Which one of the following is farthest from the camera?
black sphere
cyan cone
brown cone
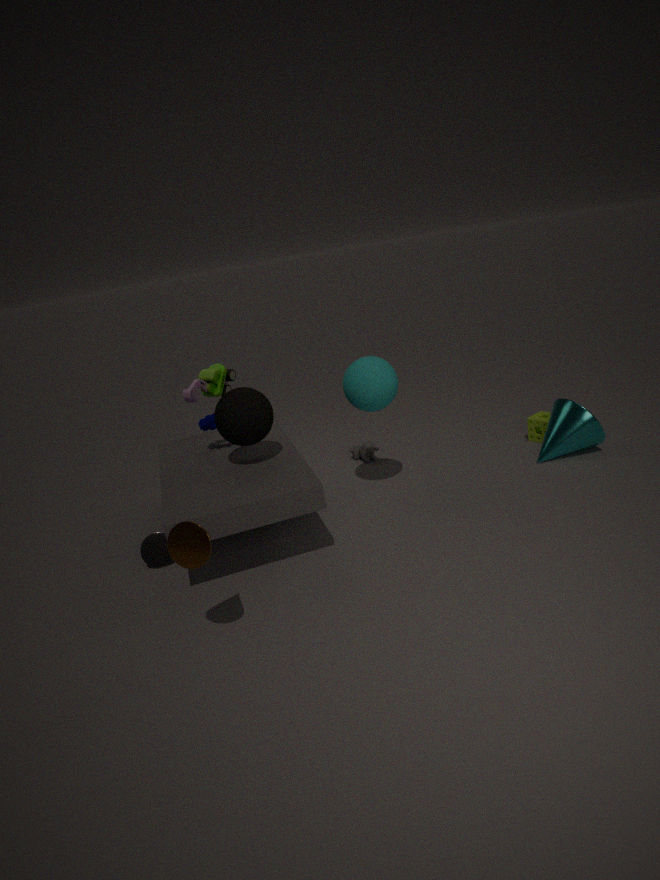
cyan cone
